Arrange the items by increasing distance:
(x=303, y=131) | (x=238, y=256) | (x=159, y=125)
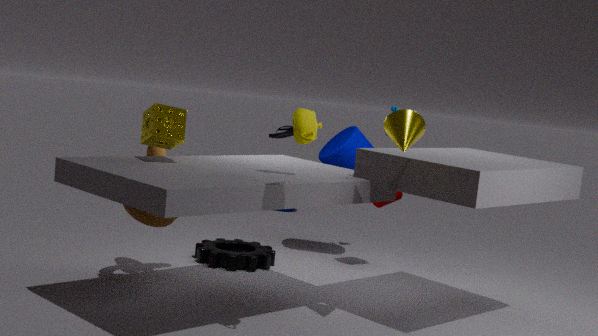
(x=303, y=131) → (x=159, y=125) → (x=238, y=256)
